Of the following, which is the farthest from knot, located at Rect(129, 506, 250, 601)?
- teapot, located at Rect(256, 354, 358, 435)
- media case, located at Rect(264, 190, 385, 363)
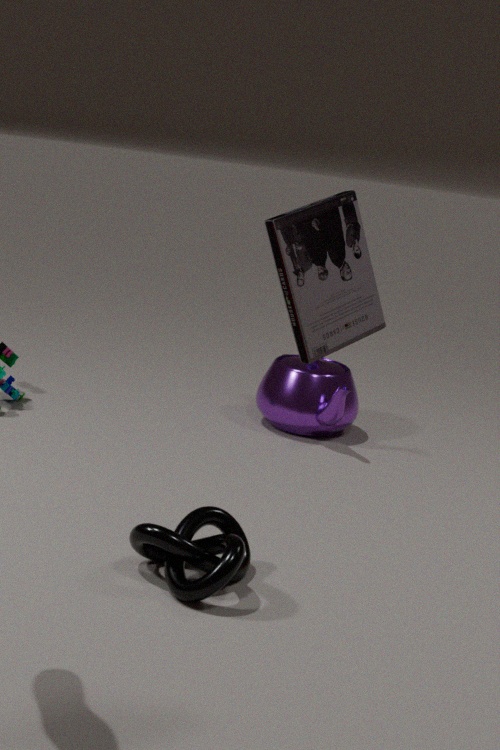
teapot, located at Rect(256, 354, 358, 435)
